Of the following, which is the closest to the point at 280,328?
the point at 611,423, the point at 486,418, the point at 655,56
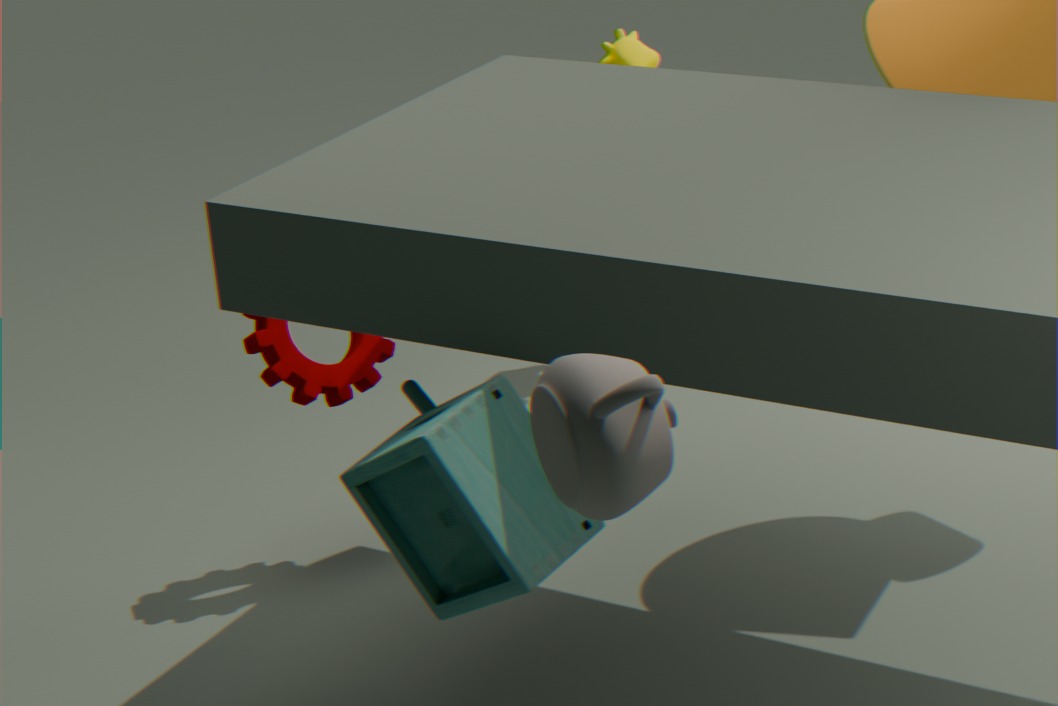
the point at 486,418
